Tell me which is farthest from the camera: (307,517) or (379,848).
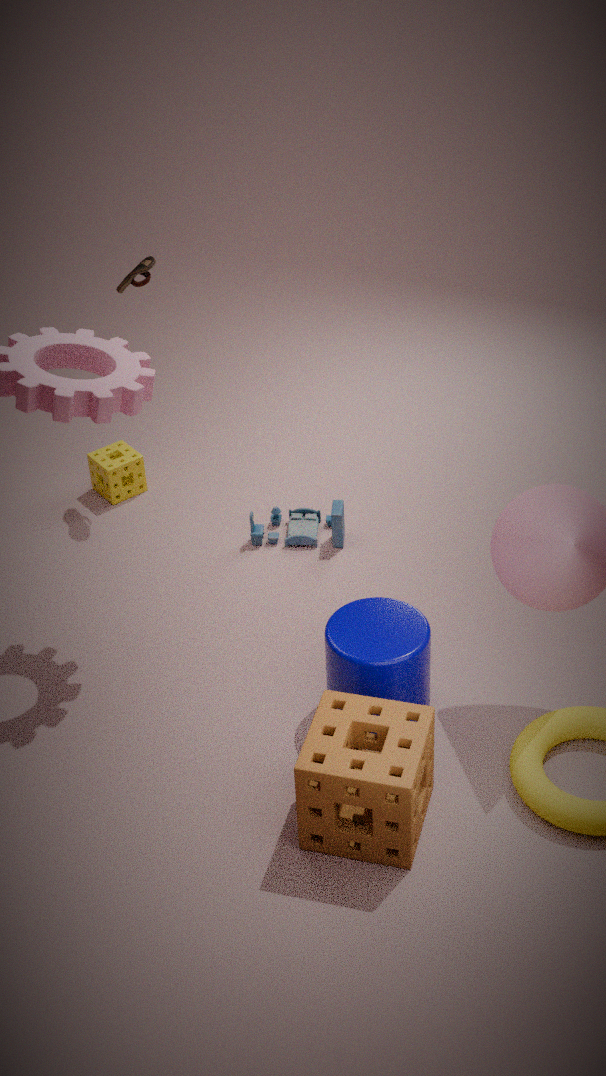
(307,517)
